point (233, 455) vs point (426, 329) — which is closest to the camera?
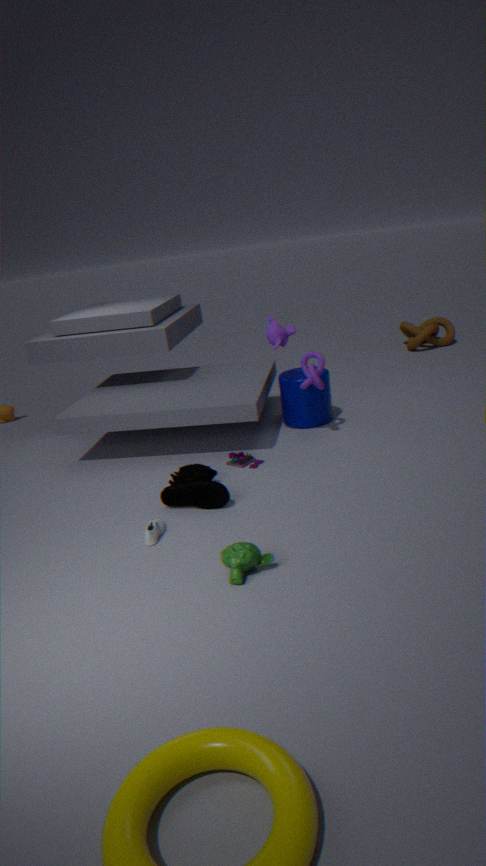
point (233, 455)
